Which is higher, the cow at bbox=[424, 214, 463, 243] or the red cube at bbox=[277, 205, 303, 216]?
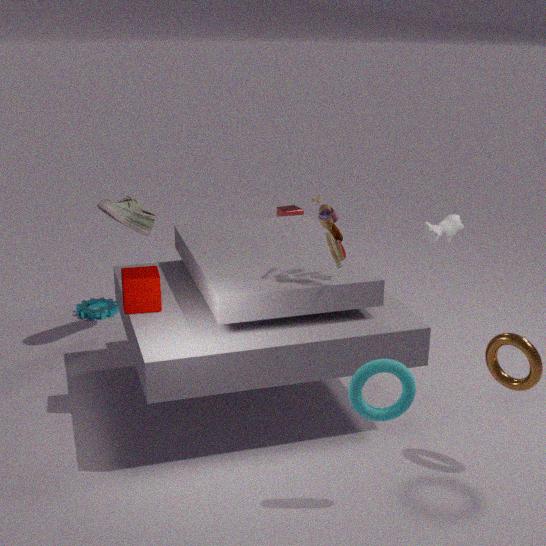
the cow at bbox=[424, 214, 463, 243]
